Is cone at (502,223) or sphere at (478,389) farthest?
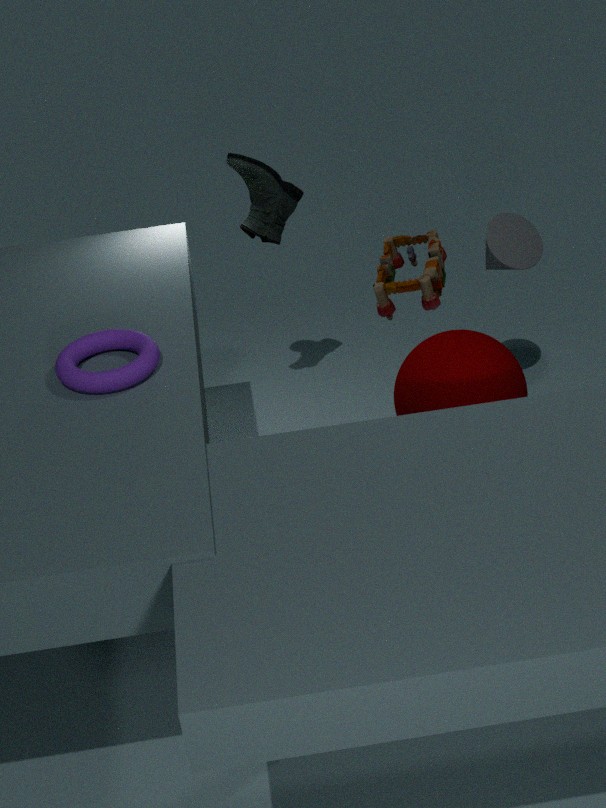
cone at (502,223)
